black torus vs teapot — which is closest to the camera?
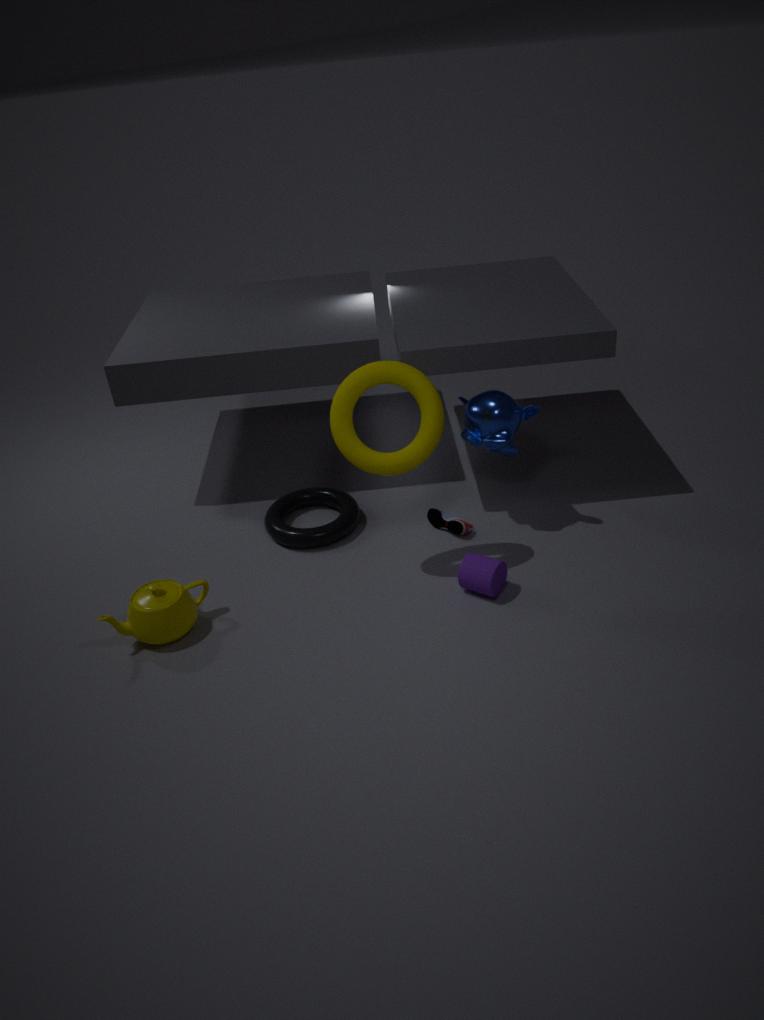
teapot
